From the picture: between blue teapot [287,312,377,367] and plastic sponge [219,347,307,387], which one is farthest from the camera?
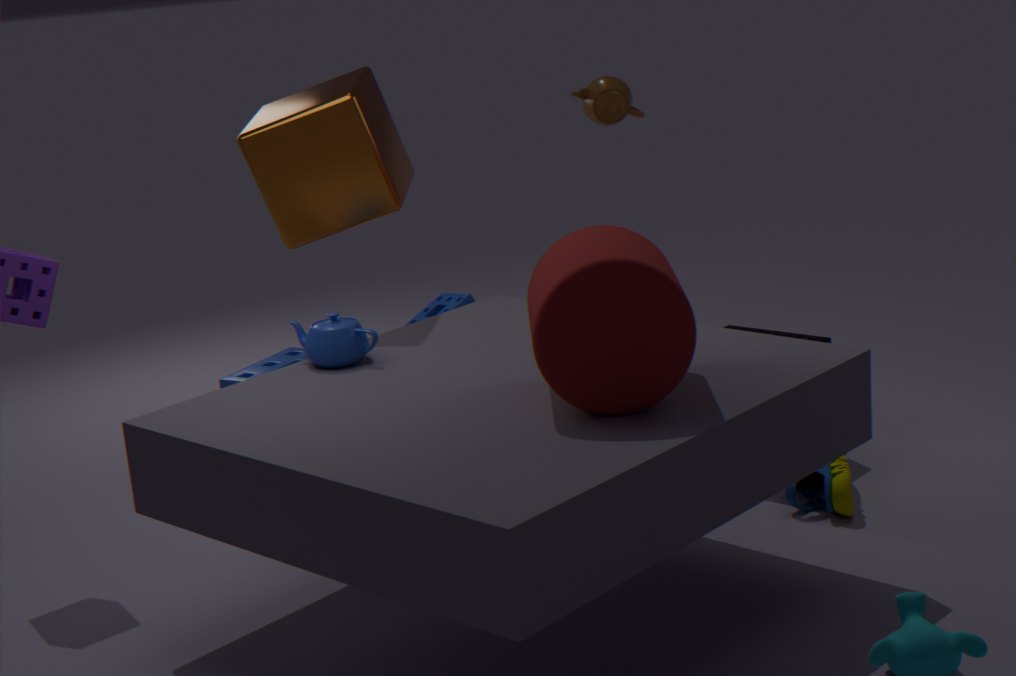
plastic sponge [219,347,307,387]
